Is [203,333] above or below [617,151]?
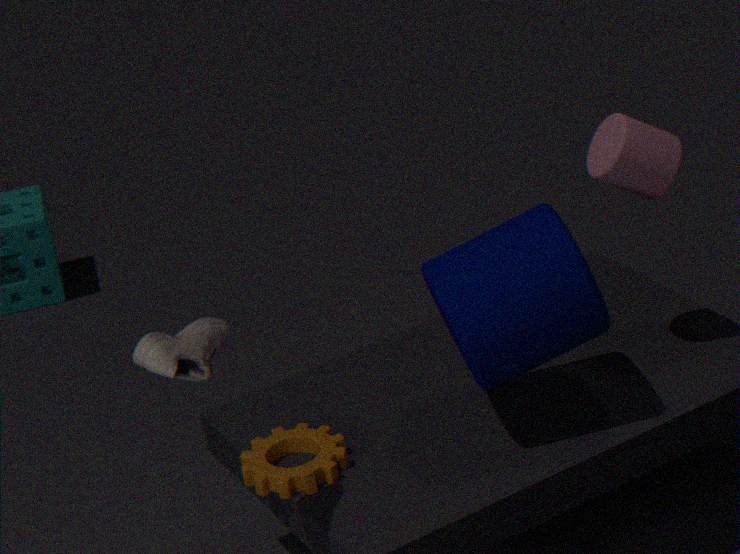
below
